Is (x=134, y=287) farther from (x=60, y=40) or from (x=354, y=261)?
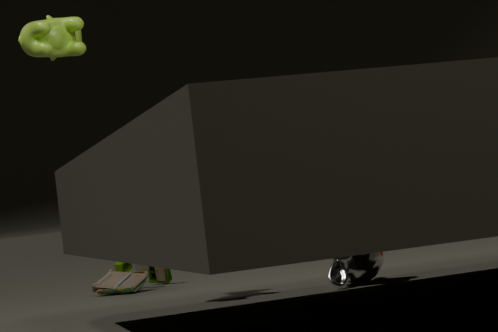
(x=354, y=261)
